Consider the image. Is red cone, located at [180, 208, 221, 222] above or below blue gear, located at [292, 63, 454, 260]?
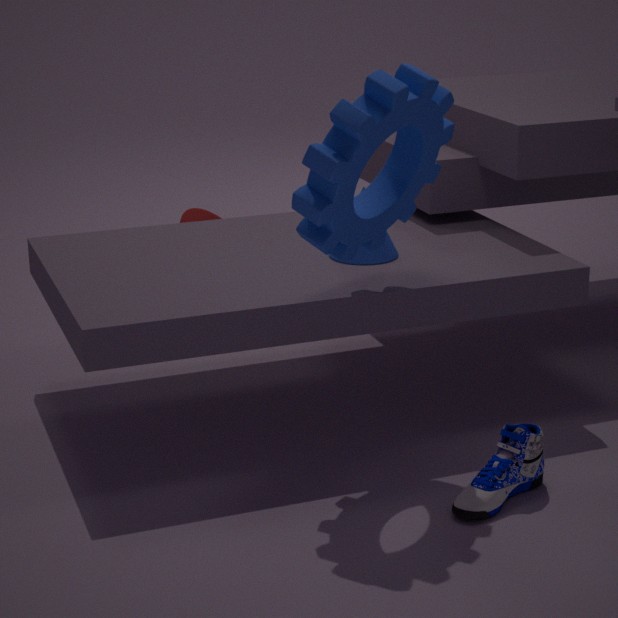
below
